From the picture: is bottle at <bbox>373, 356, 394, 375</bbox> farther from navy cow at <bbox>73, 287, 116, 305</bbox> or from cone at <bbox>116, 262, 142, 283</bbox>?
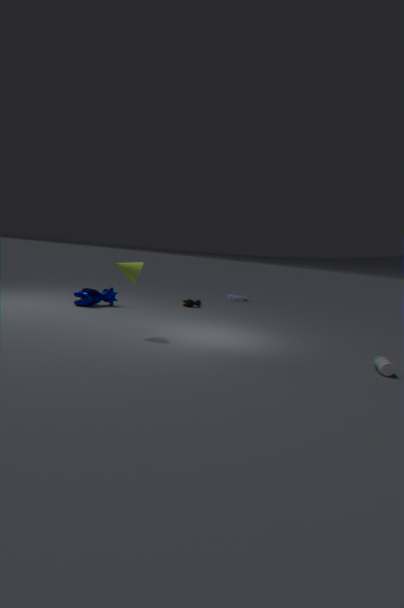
navy cow at <bbox>73, 287, 116, 305</bbox>
